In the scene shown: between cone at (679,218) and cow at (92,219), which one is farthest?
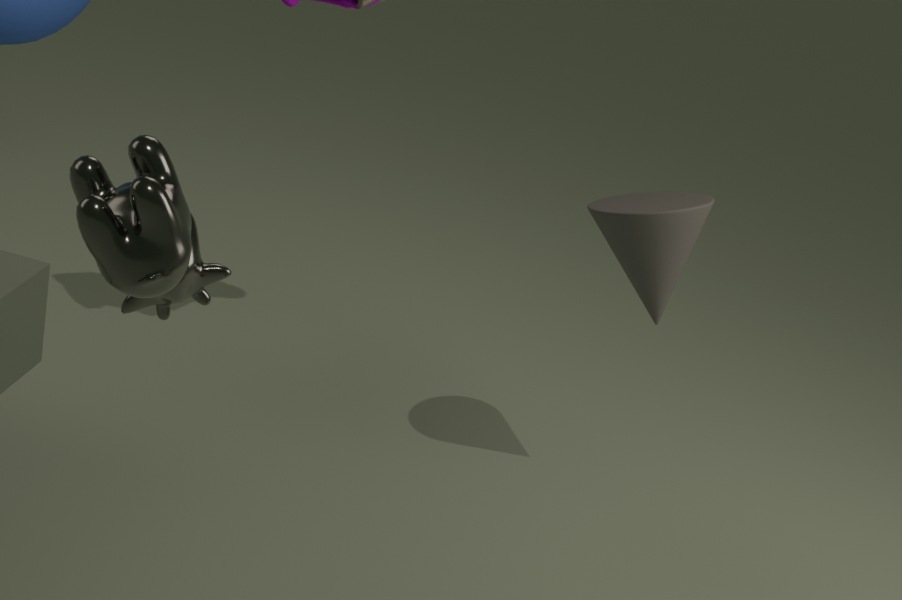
cone at (679,218)
